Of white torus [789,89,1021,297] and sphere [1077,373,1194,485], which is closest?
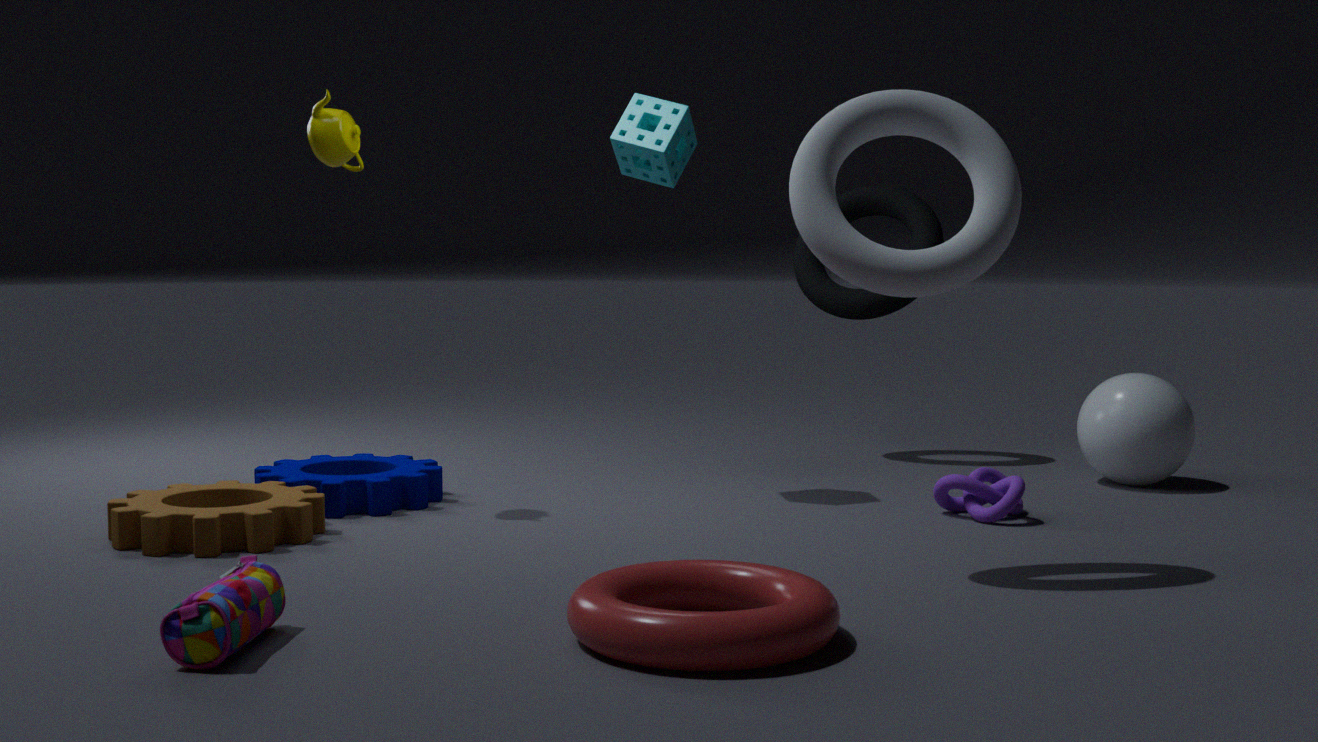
white torus [789,89,1021,297]
